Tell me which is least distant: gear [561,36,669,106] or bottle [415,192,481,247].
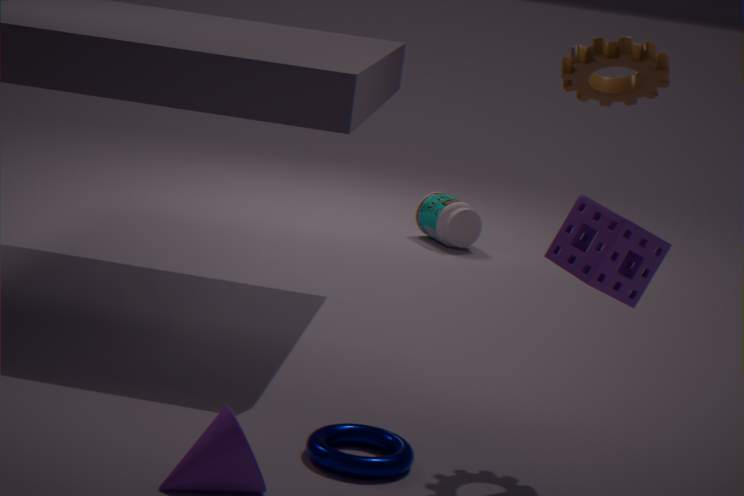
gear [561,36,669,106]
